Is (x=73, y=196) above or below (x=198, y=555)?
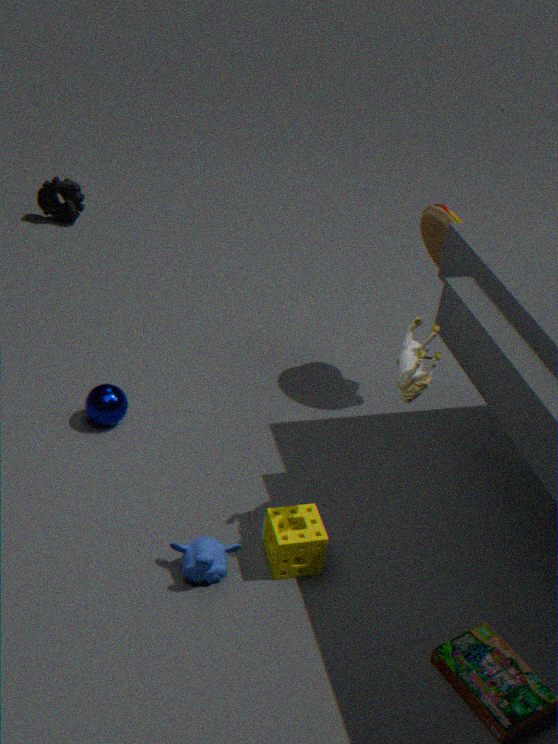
above
